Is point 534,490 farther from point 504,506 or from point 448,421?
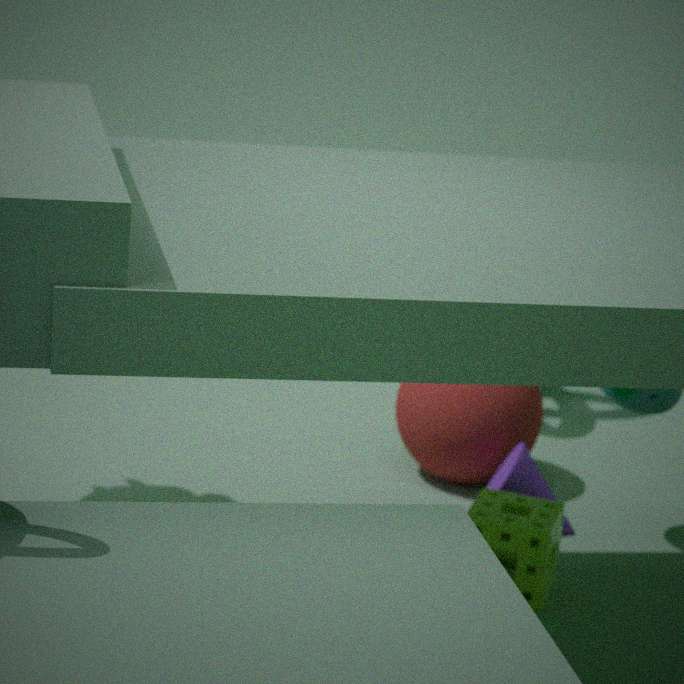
point 504,506
